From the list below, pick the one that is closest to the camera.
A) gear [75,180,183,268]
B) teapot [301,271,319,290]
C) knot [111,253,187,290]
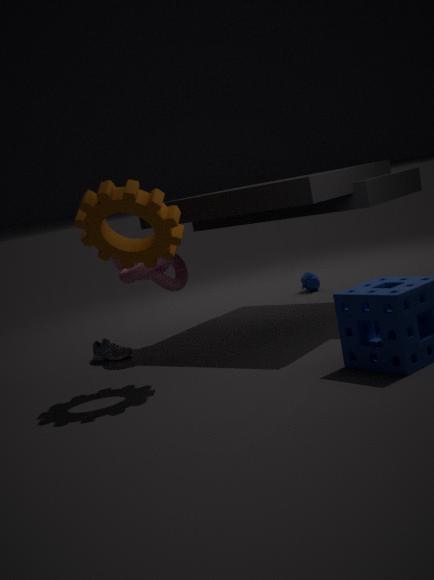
gear [75,180,183,268]
